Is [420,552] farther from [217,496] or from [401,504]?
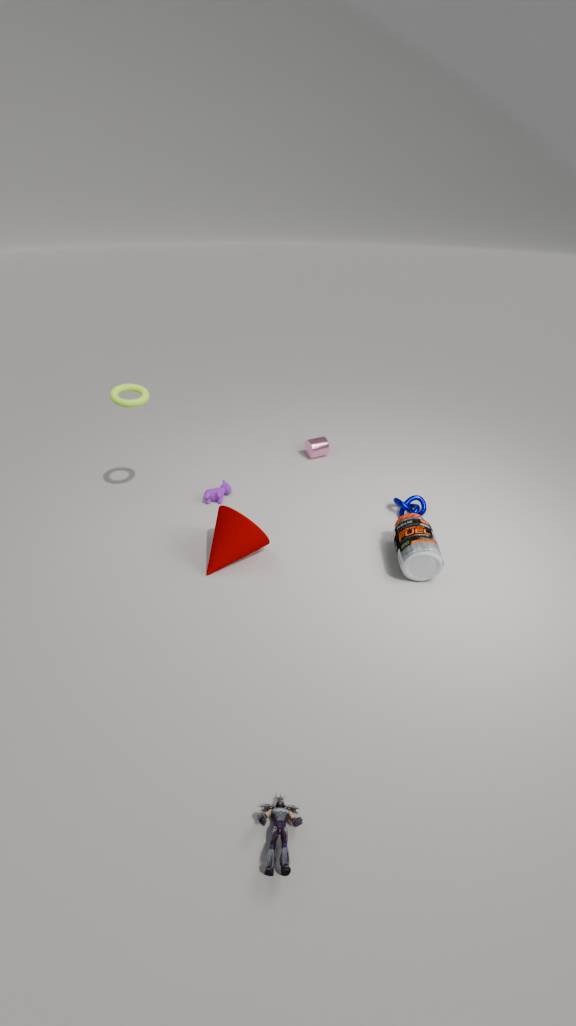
[217,496]
